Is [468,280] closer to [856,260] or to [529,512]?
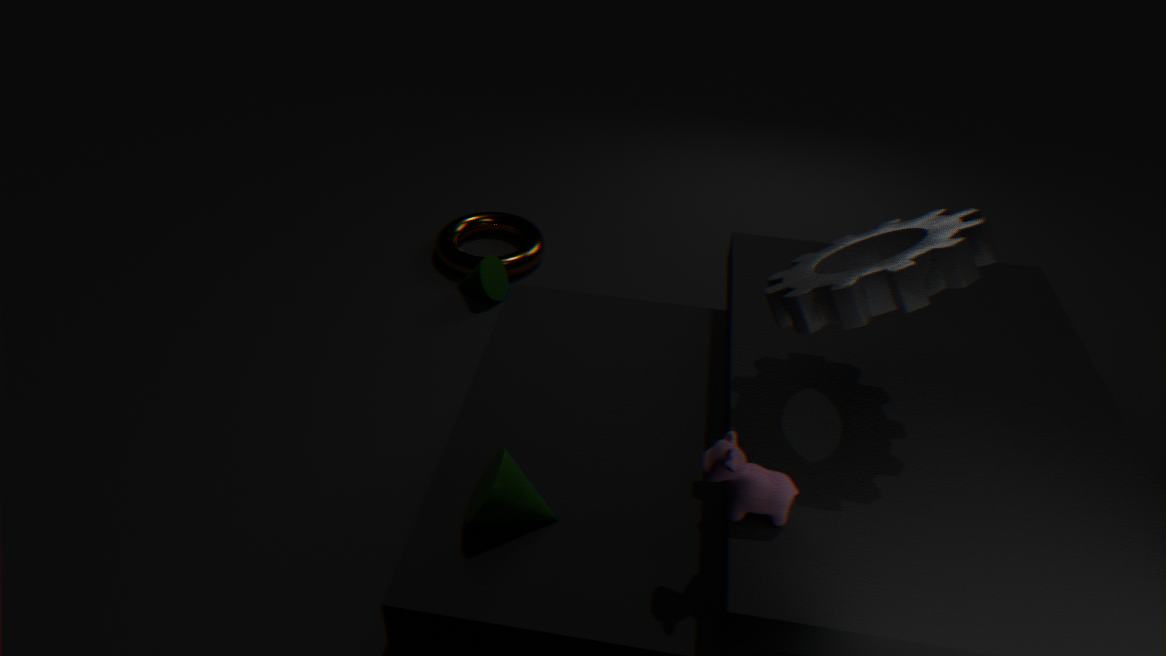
[529,512]
